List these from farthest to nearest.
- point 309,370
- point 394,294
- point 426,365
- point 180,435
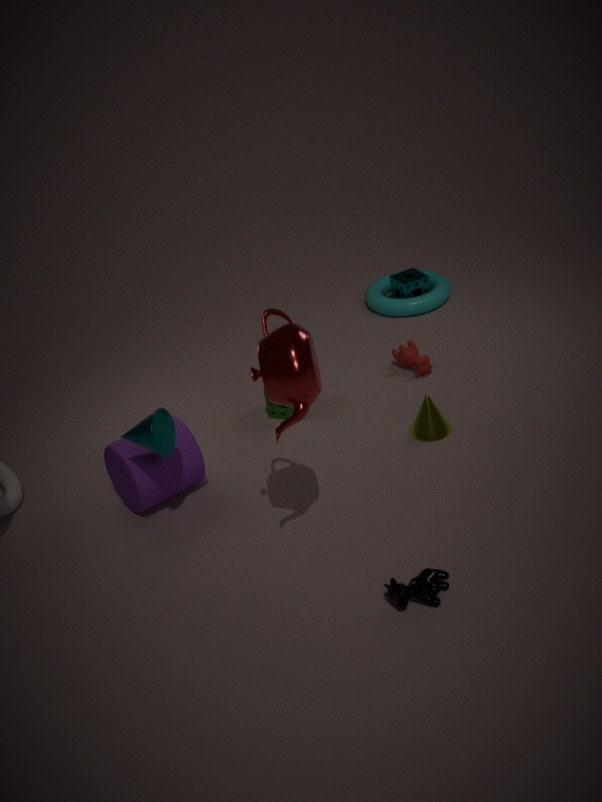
point 394,294
point 426,365
point 180,435
point 309,370
